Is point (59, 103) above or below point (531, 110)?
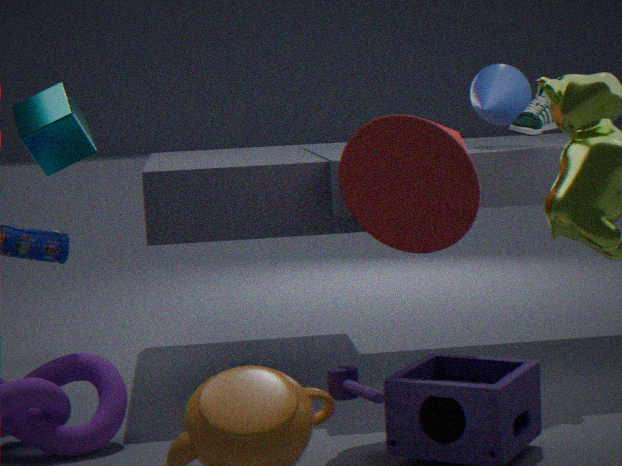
above
